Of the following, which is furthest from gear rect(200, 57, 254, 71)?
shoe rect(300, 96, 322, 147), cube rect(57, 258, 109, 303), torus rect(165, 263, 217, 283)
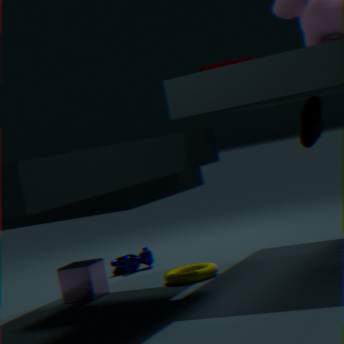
cube rect(57, 258, 109, 303)
